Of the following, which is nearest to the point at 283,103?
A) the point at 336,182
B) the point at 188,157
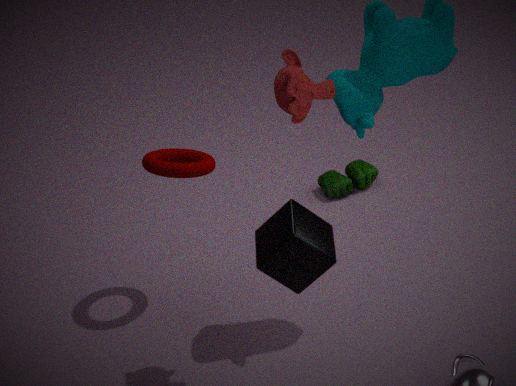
the point at 188,157
